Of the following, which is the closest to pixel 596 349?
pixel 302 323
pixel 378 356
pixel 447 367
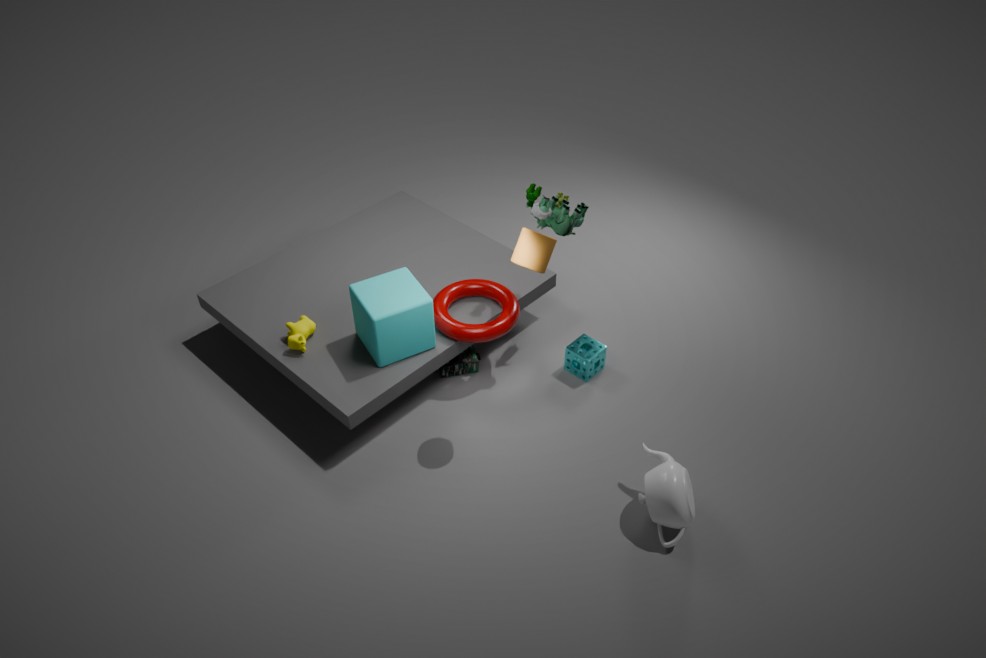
pixel 447 367
